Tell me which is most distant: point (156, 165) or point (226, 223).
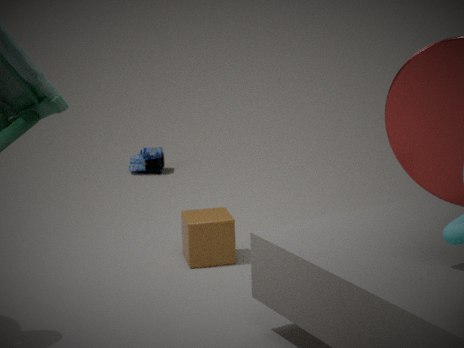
point (156, 165)
